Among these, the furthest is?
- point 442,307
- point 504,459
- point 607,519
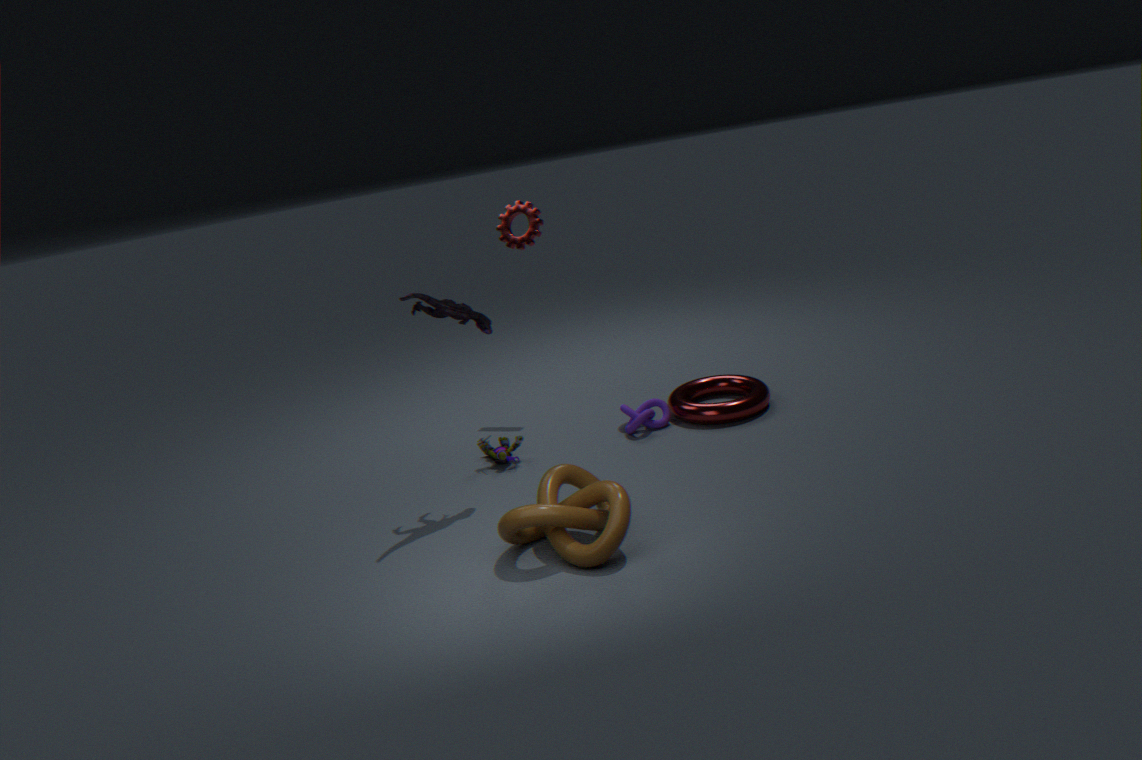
point 504,459
